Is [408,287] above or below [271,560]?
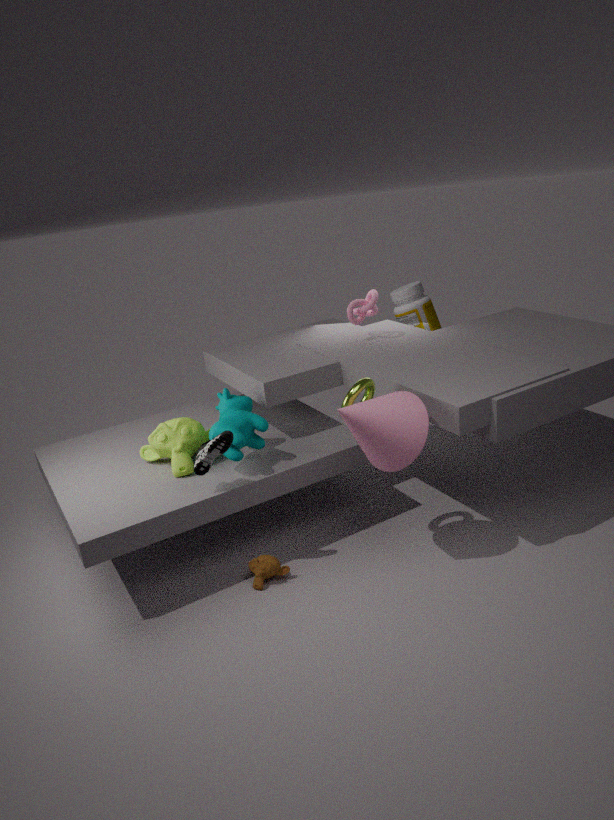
above
